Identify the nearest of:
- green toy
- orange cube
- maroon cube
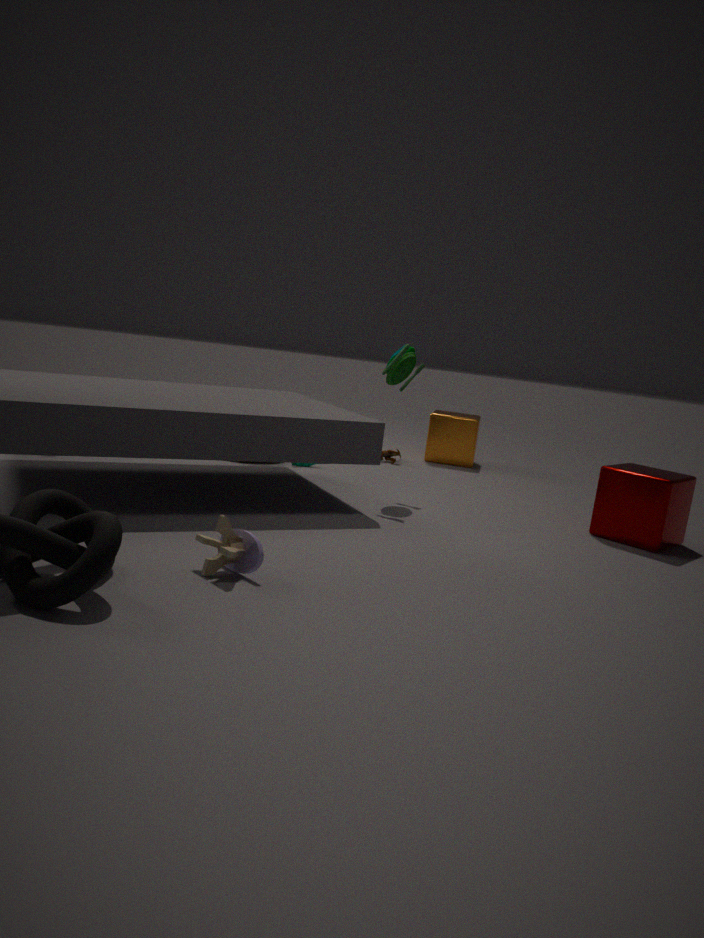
maroon cube
